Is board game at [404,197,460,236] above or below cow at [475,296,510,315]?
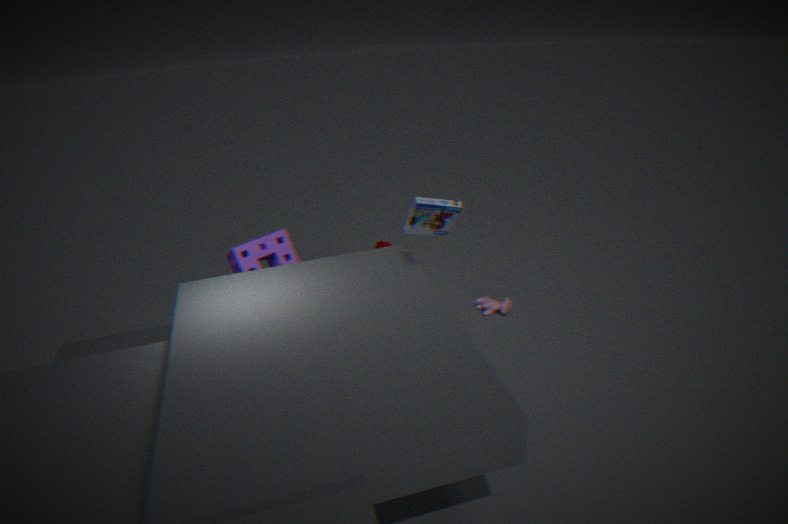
above
